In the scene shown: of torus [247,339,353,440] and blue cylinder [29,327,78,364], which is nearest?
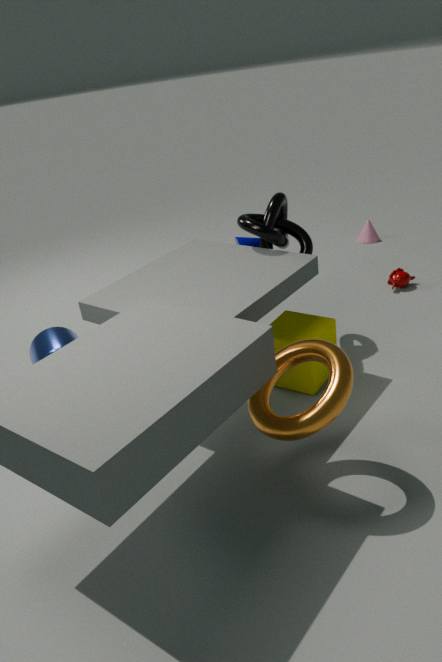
torus [247,339,353,440]
